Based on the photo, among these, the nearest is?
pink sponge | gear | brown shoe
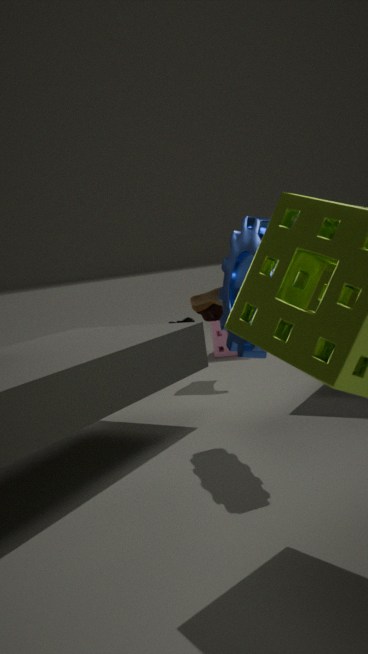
gear
